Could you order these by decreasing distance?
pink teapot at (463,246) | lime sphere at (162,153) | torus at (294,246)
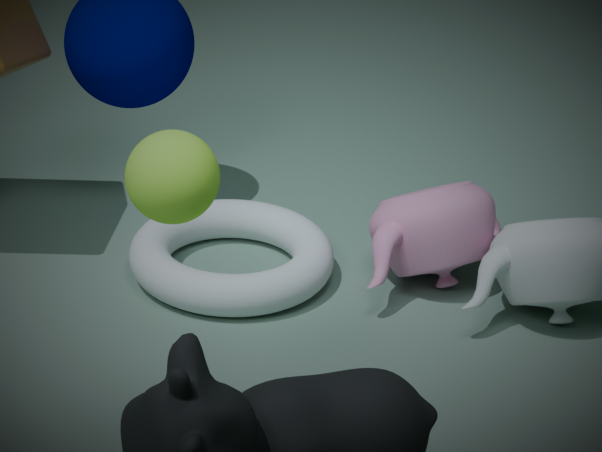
pink teapot at (463,246), torus at (294,246), lime sphere at (162,153)
